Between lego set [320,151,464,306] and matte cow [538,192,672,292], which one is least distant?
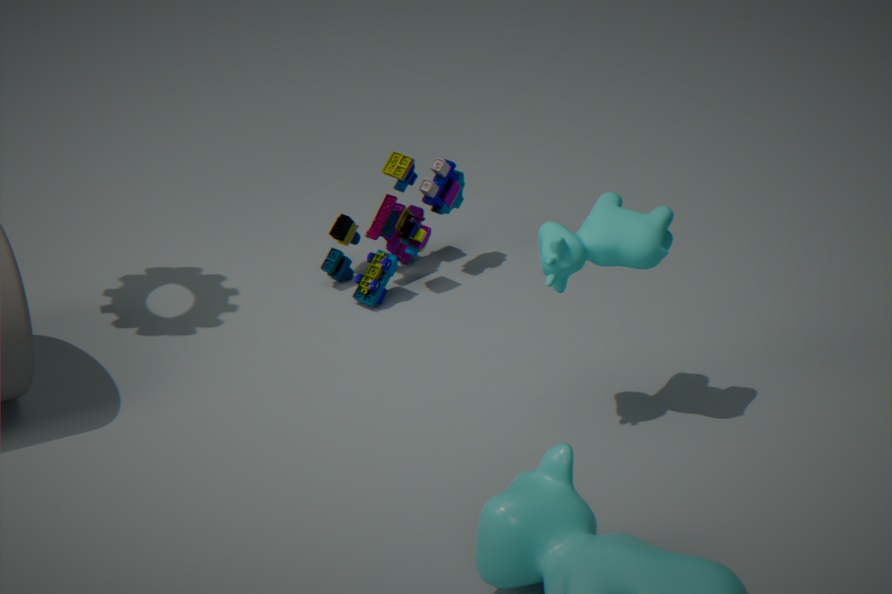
matte cow [538,192,672,292]
